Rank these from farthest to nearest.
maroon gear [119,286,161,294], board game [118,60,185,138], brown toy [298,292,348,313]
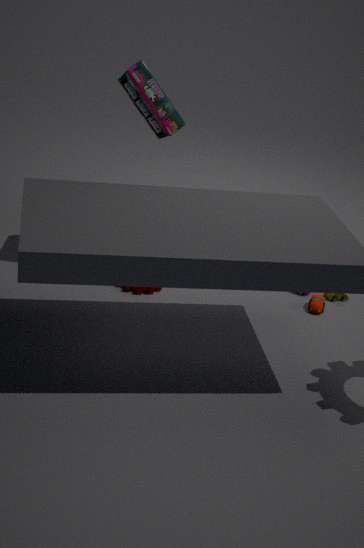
brown toy [298,292,348,313] → maroon gear [119,286,161,294] → board game [118,60,185,138]
